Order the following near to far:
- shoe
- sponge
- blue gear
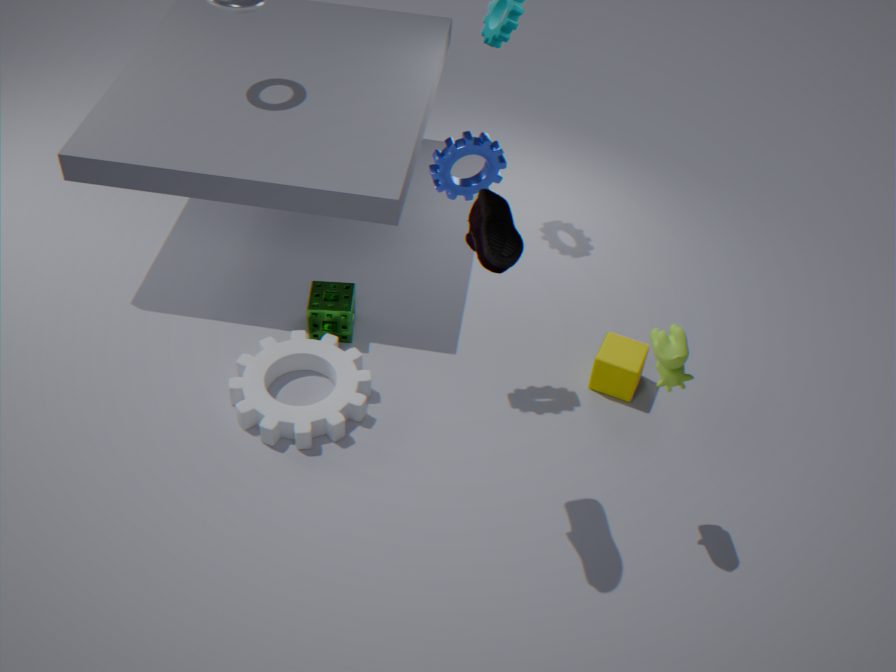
shoe, blue gear, sponge
